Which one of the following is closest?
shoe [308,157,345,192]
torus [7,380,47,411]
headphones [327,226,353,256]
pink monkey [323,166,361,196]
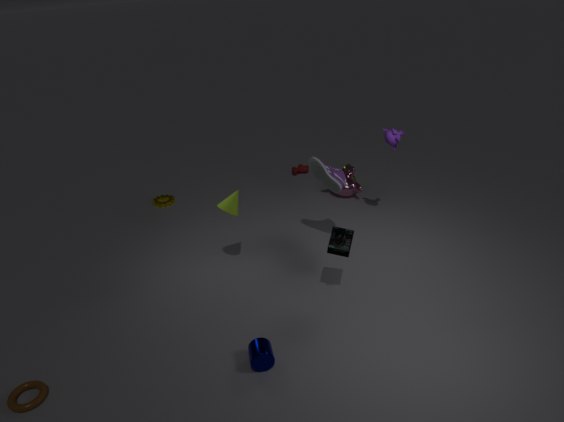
torus [7,380,47,411]
